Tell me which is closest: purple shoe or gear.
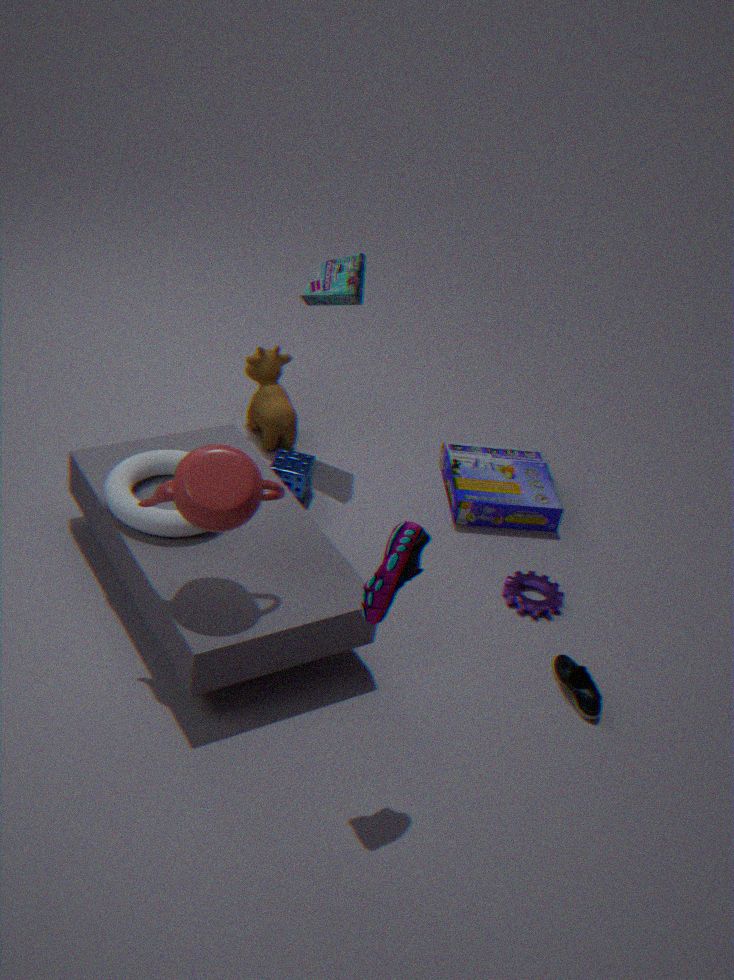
purple shoe
